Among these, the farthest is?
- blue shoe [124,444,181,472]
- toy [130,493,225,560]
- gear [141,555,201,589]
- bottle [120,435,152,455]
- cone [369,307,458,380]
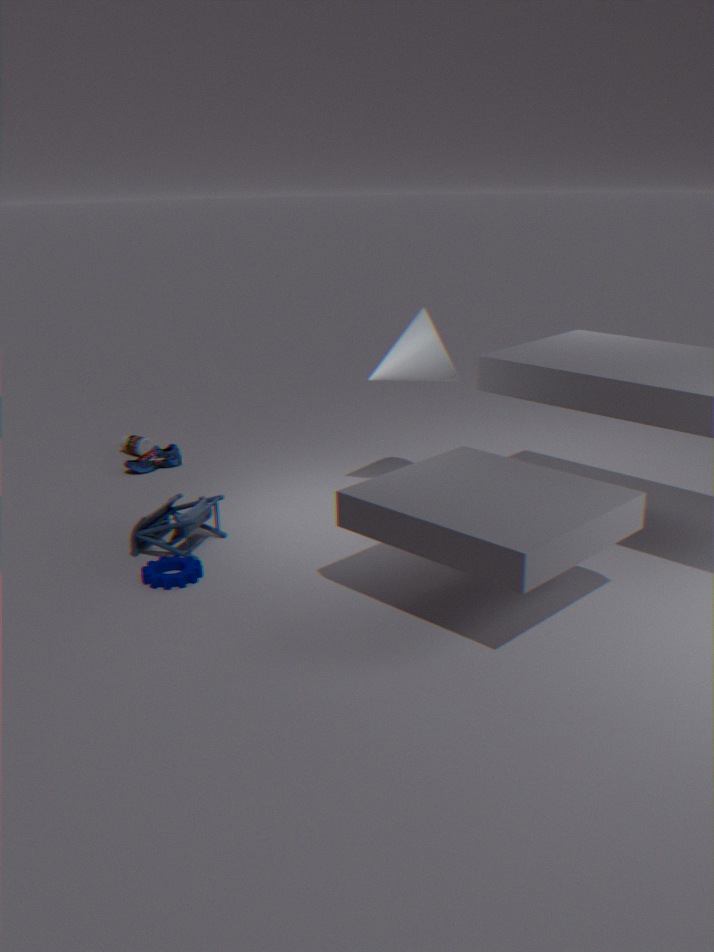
bottle [120,435,152,455]
